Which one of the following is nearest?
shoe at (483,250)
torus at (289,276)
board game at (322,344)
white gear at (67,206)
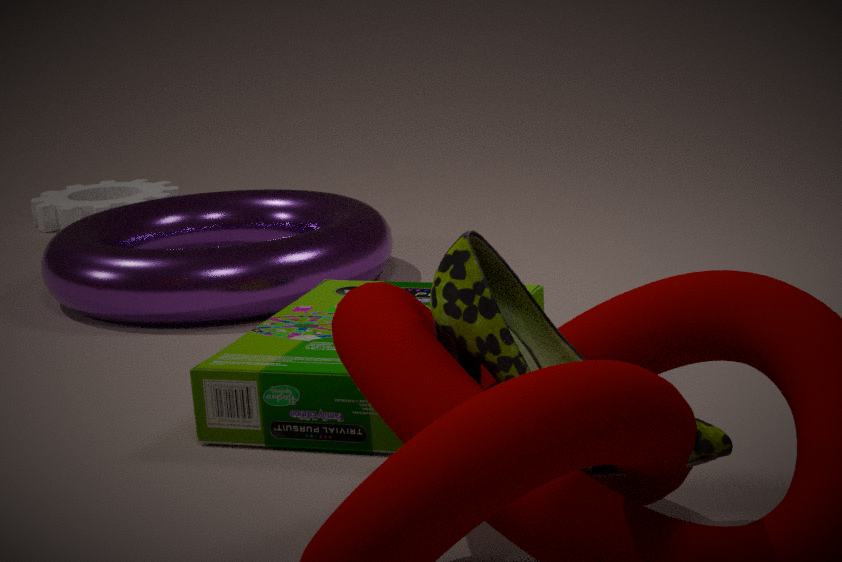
shoe at (483,250)
